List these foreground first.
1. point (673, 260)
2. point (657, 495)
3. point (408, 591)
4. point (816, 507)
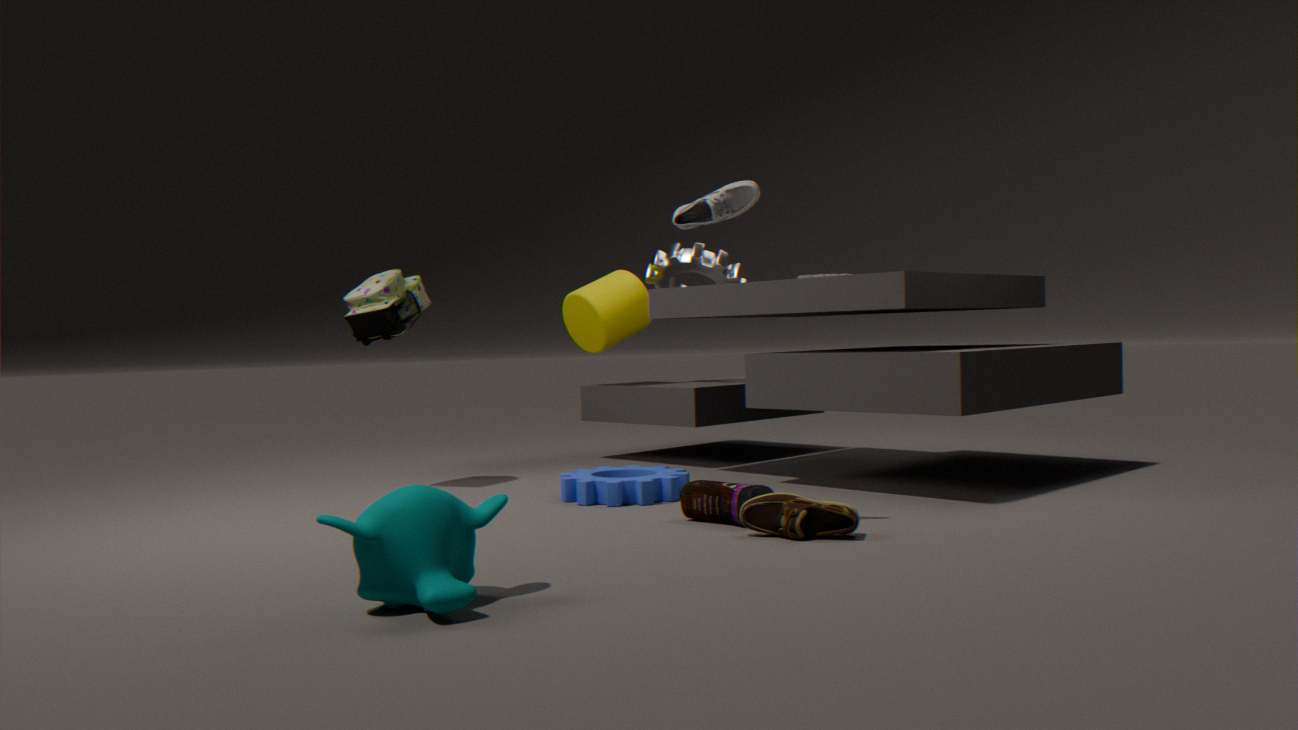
point (408, 591) → point (816, 507) → point (657, 495) → point (673, 260)
